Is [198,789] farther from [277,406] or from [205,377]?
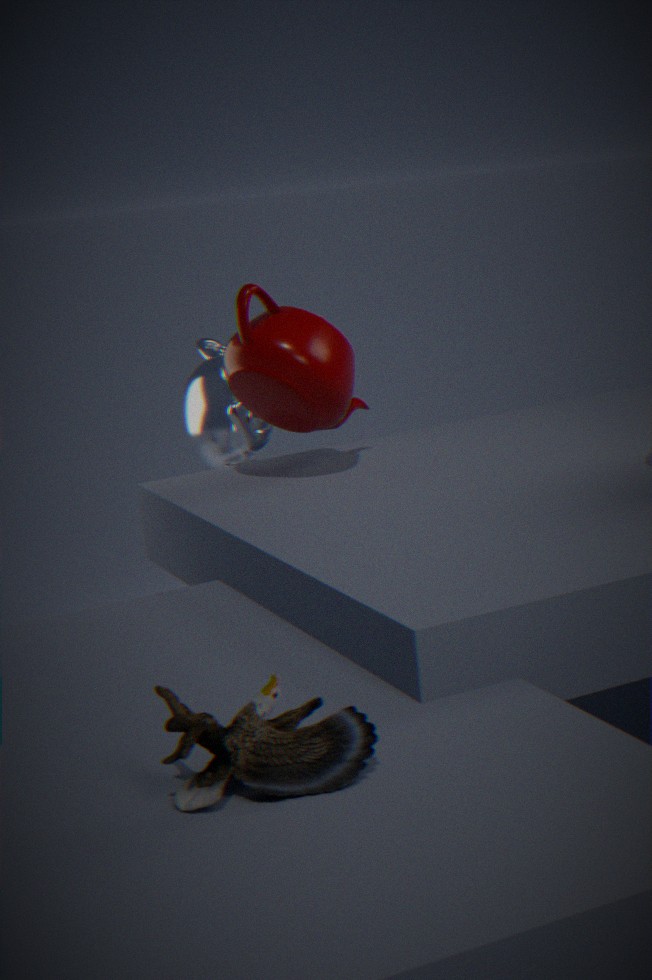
[205,377]
